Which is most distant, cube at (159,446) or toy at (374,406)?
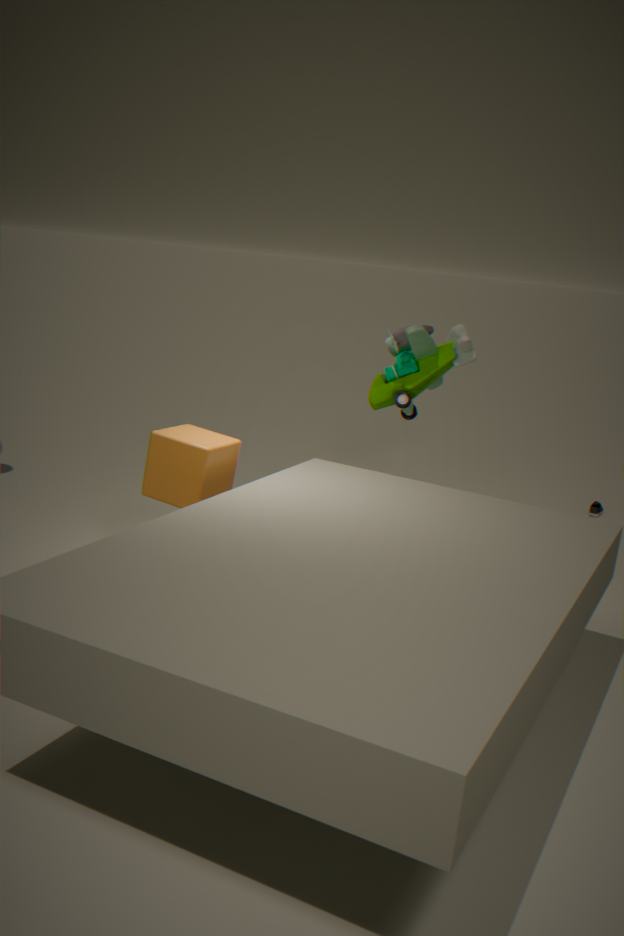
toy at (374,406)
